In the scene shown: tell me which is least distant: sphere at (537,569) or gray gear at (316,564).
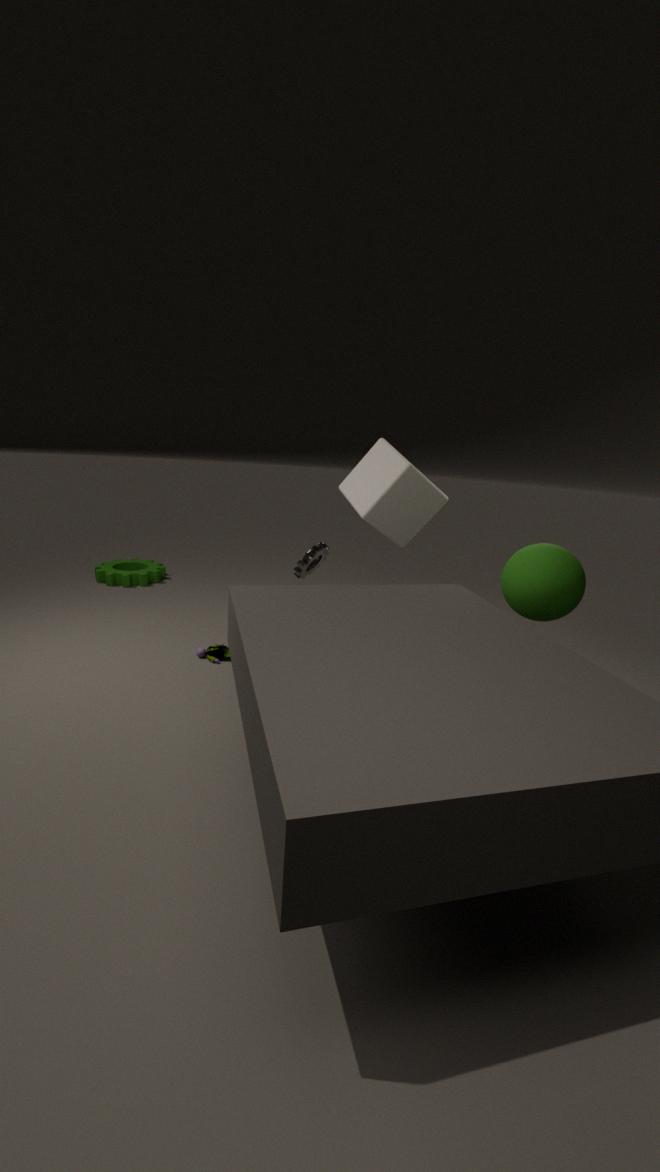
sphere at (537,569)
